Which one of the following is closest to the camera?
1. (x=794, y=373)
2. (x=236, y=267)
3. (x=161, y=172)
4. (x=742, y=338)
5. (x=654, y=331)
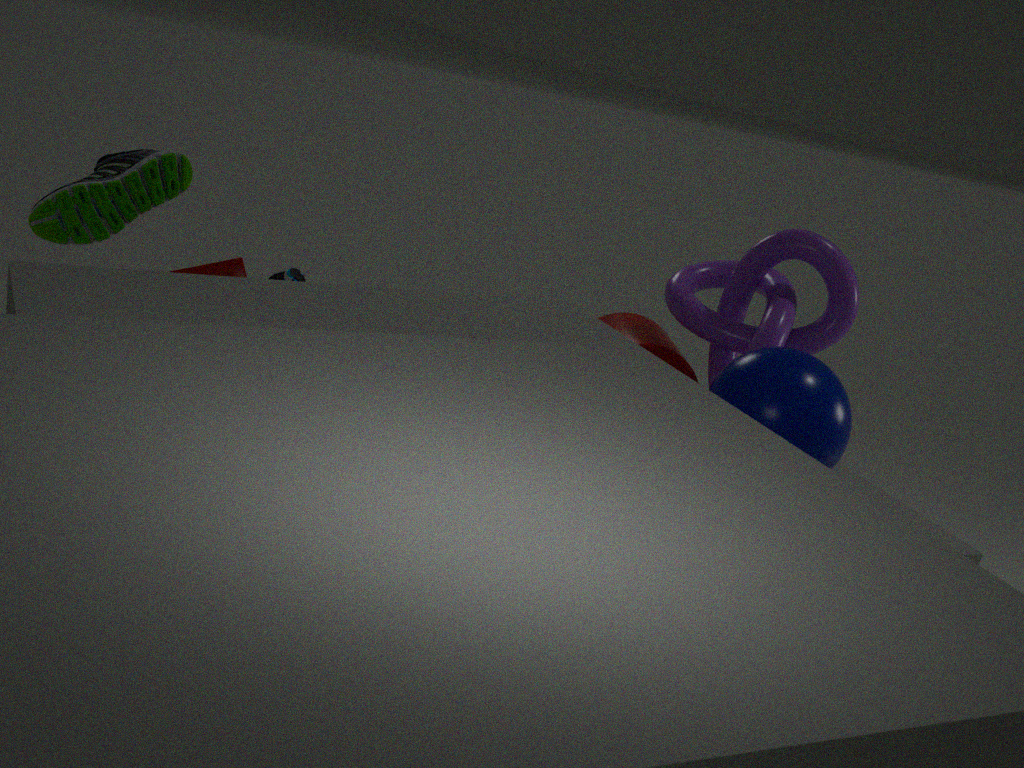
(x=794, y=373)
